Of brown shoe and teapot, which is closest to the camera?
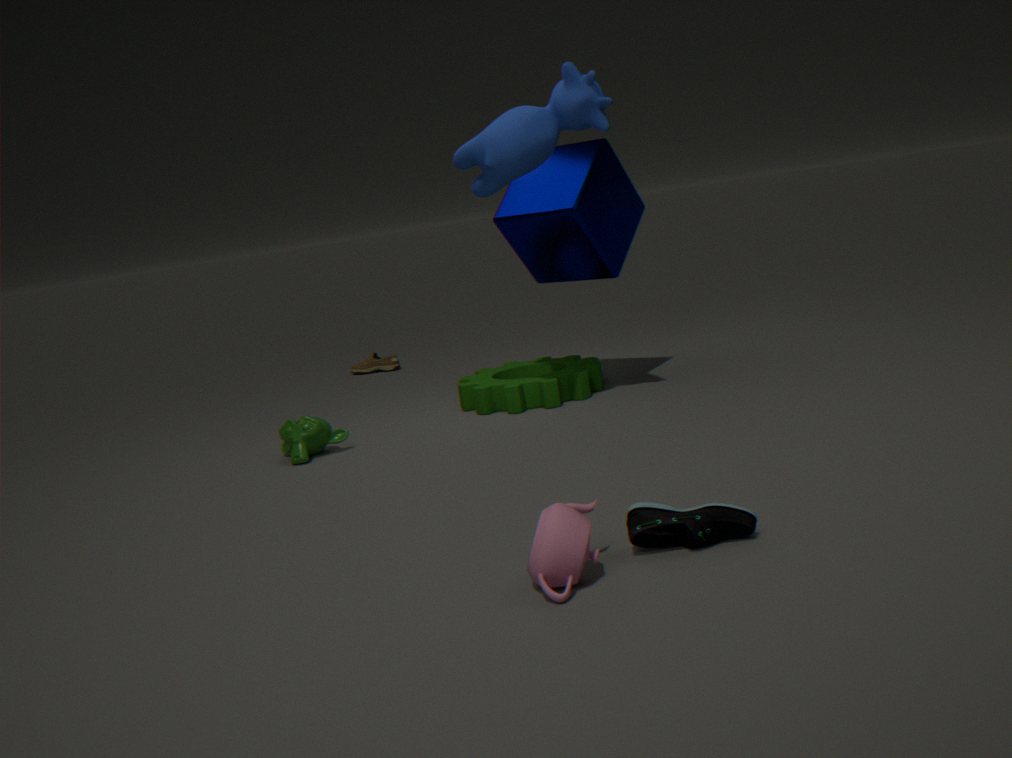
teapot
